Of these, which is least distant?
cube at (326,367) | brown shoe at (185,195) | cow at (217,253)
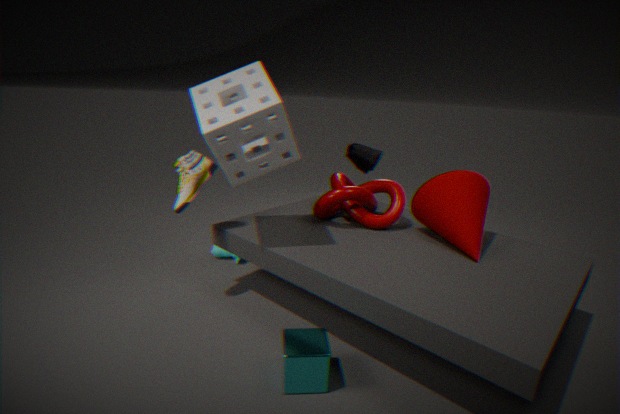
cube at (326,367)
